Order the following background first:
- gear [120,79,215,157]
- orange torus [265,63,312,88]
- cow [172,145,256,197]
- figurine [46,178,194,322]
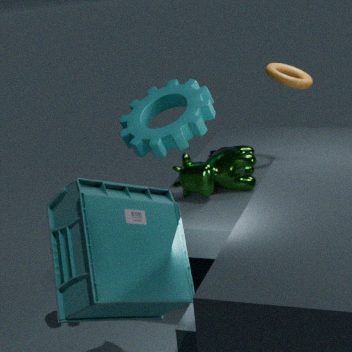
gear [120,79,215,157]
orange torus [265,63,312,88]
cow [172,145,256,197]
figurine [46,178,194,322]
